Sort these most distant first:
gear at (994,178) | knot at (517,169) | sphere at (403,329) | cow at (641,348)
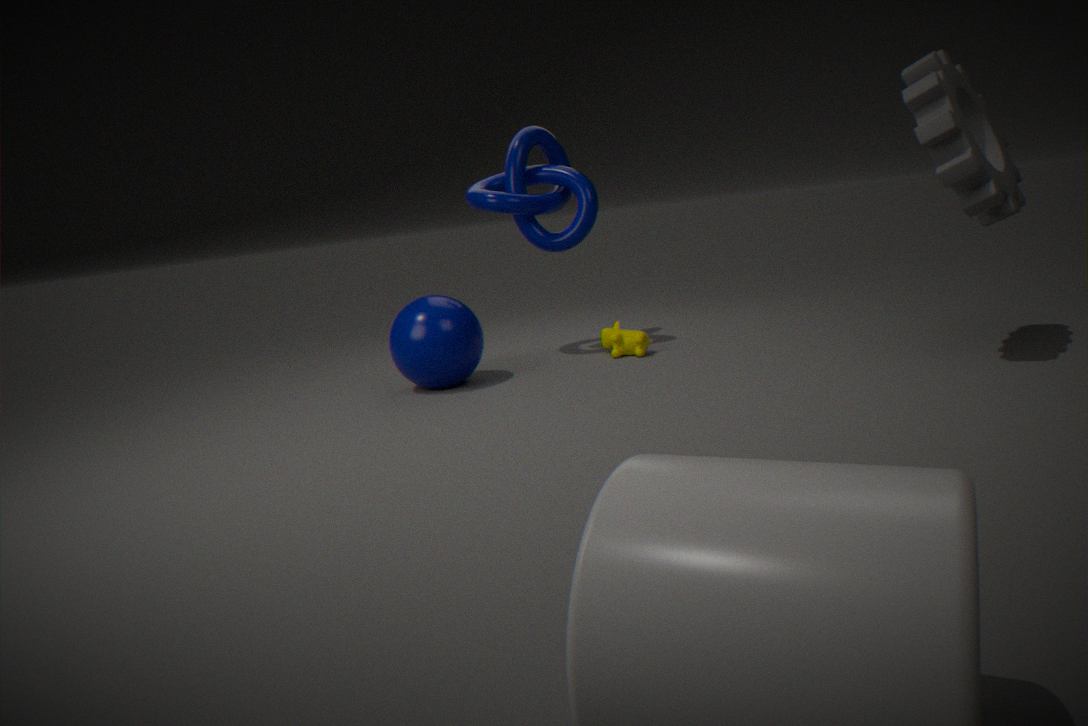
1. cow at (641,348)
2. knot at (517,169)
3. sphere at (403,329)
4. gear at (994,178)
